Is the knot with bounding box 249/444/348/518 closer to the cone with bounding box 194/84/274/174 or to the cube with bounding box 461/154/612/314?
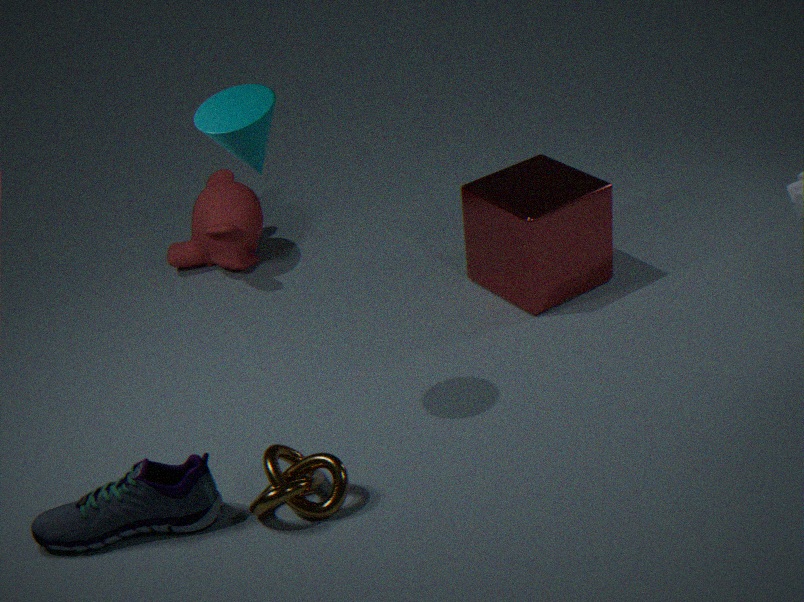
the cone with bounding box 194/84/274/174
